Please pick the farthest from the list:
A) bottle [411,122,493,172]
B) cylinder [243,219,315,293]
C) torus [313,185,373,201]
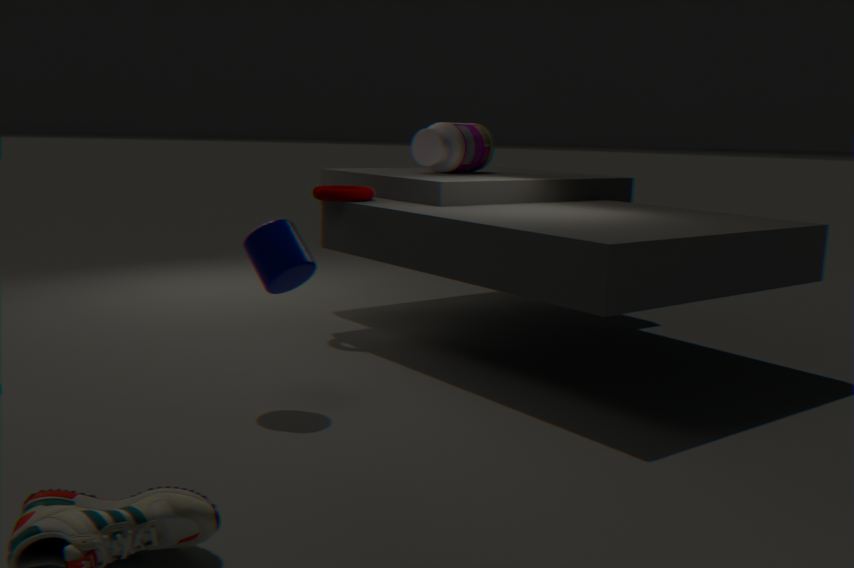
bottle [411,122,493,172]
